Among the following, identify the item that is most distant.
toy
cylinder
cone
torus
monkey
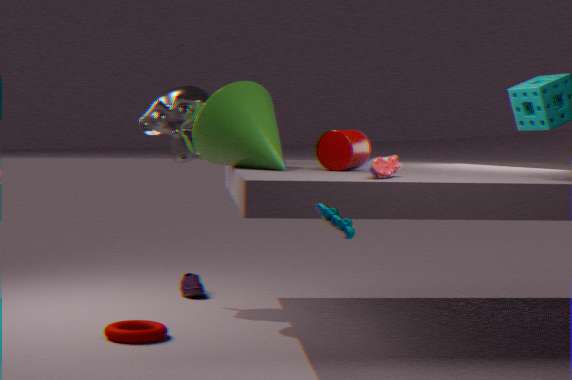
monkey
